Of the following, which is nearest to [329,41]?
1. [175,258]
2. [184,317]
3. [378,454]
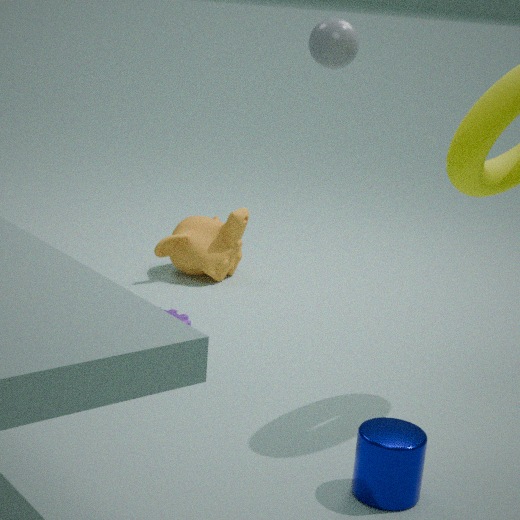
[175,258]
